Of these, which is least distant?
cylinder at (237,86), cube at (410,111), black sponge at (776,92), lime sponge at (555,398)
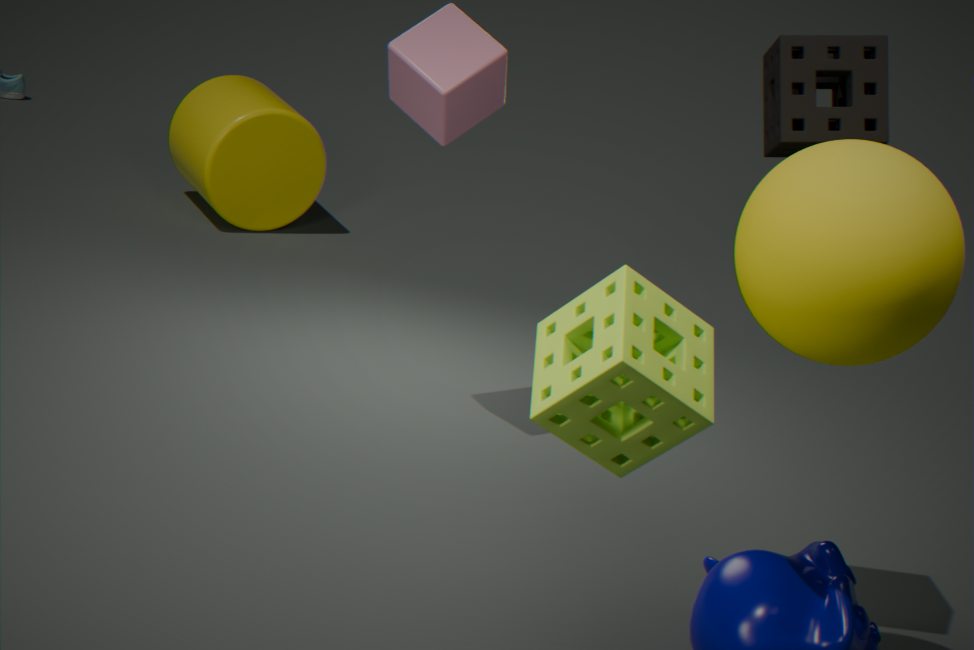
lime sponge at (555,398)
